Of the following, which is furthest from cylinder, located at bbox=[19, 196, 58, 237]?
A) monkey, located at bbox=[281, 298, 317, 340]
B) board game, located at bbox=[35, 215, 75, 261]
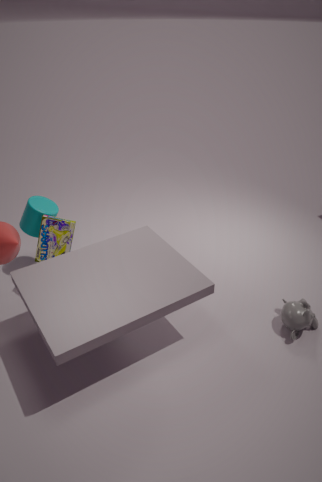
monkey, located at bbox=[281, 298, 317, 340]
